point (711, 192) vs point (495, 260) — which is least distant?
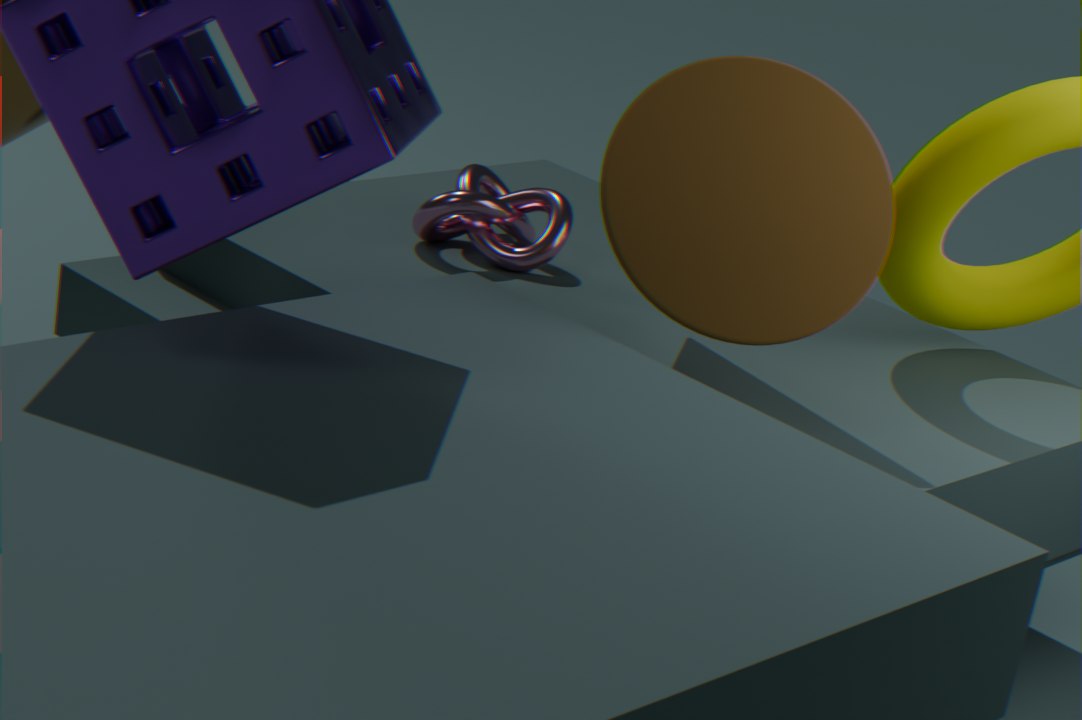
point (711, 192)
